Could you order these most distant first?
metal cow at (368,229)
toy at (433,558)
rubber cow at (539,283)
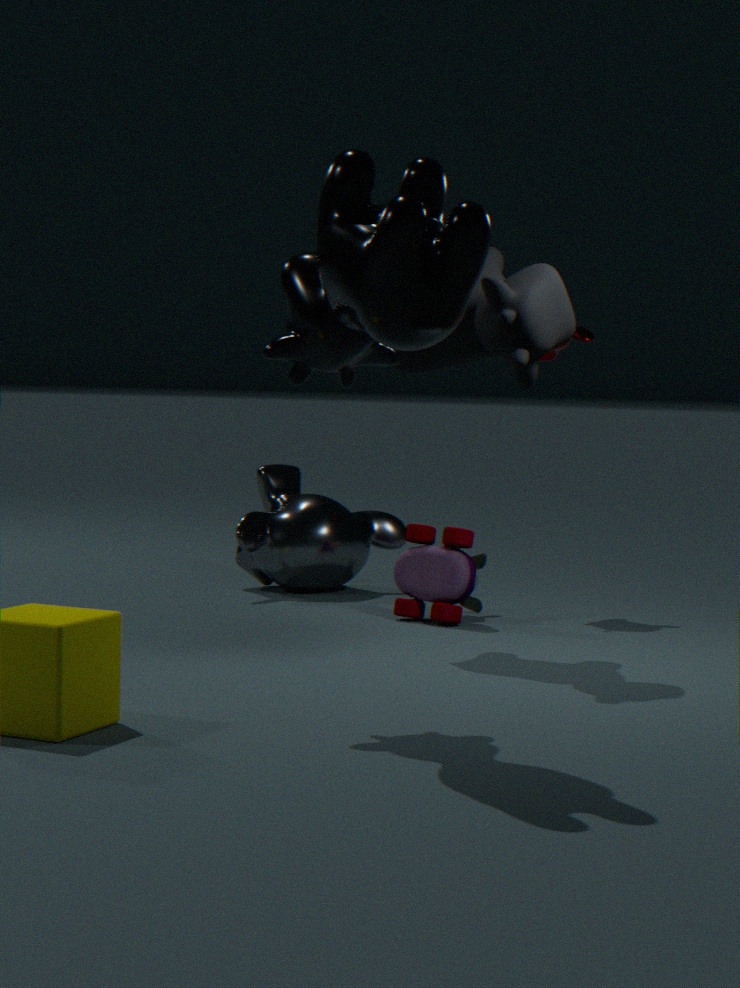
toy at (433,558), rubber cow at (539,283), metal cow at (368,229)
